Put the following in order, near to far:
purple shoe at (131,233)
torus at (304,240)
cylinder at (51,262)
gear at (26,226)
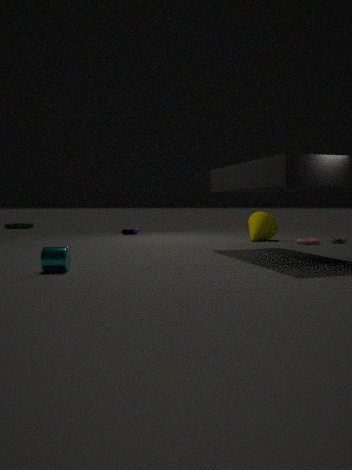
cylinder at (51,262) < torus at (304,240) < purple shoe at (131,233) < gear at (26,226)
